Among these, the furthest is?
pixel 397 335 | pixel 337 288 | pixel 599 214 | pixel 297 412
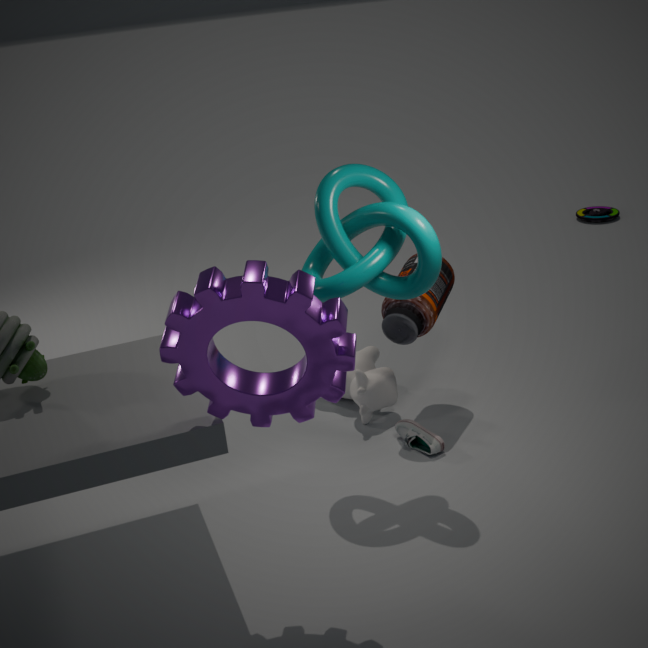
pixel 599 214
